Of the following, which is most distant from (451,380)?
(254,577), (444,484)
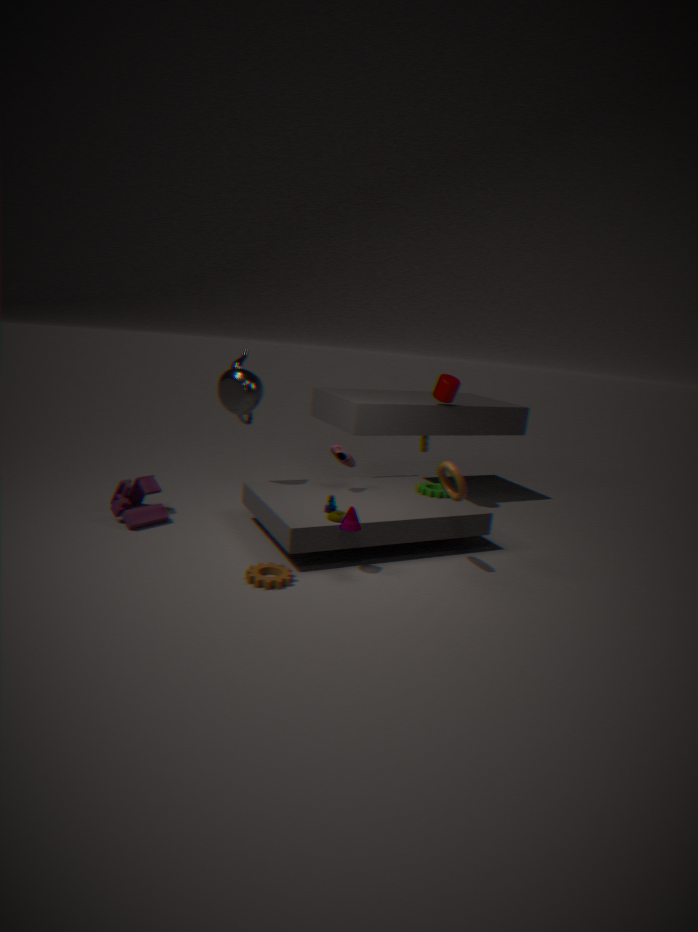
(254,577)
